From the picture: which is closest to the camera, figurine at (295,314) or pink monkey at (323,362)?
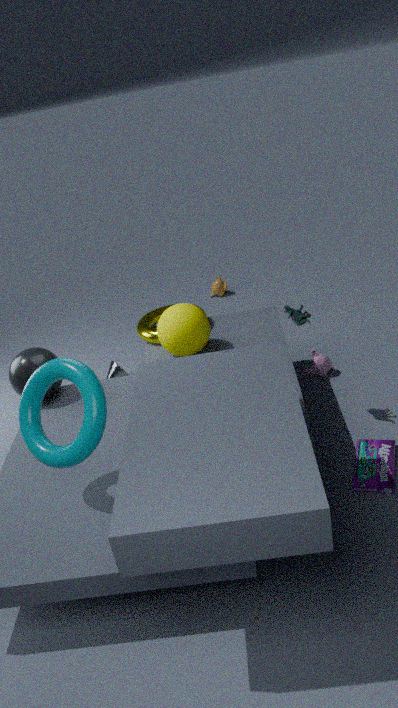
figurine at (295,314)
